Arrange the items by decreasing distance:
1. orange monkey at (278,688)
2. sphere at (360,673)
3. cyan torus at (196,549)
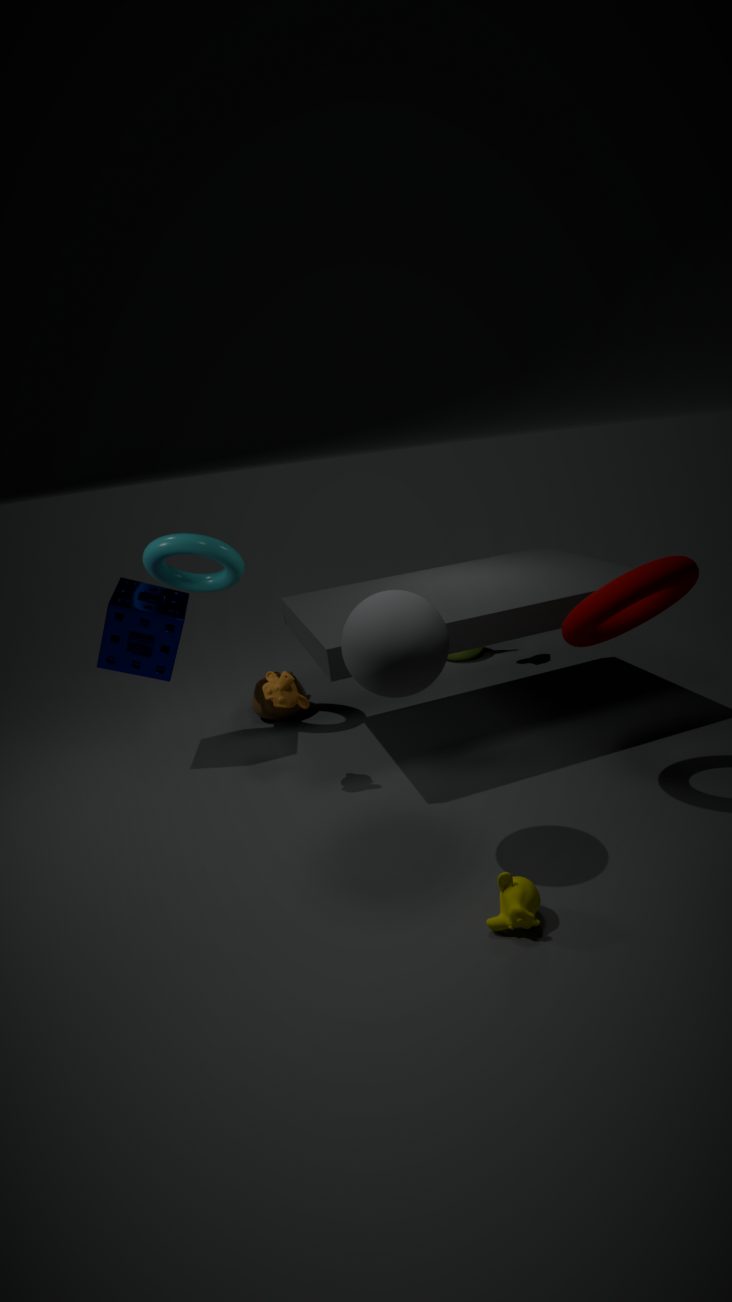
cyan torus at (196,549) < orange monkey at (278,688) < sphere at (360,673)
